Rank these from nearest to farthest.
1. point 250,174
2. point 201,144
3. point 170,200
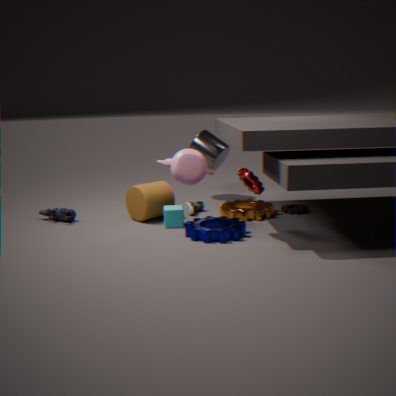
point 250,174 → point 170,200 → point 201,144
